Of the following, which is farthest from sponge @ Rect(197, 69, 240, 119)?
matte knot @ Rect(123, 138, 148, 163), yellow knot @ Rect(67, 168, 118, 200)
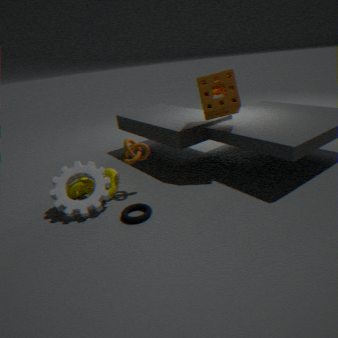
yellow knot @ Rect(67, 168, 118, 200)
